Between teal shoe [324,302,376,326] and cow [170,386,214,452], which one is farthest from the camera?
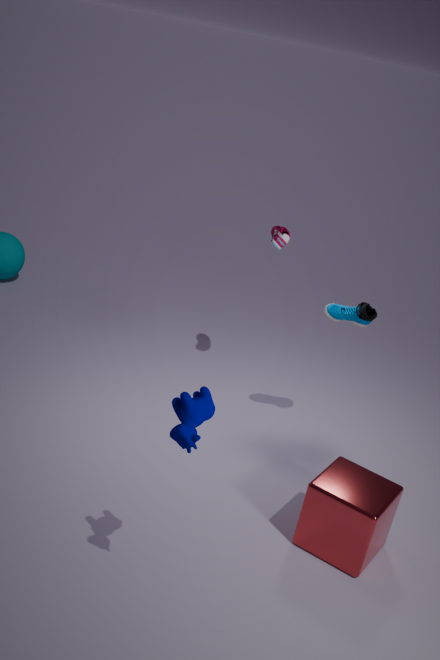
teal shoe [324,302,376,326]
